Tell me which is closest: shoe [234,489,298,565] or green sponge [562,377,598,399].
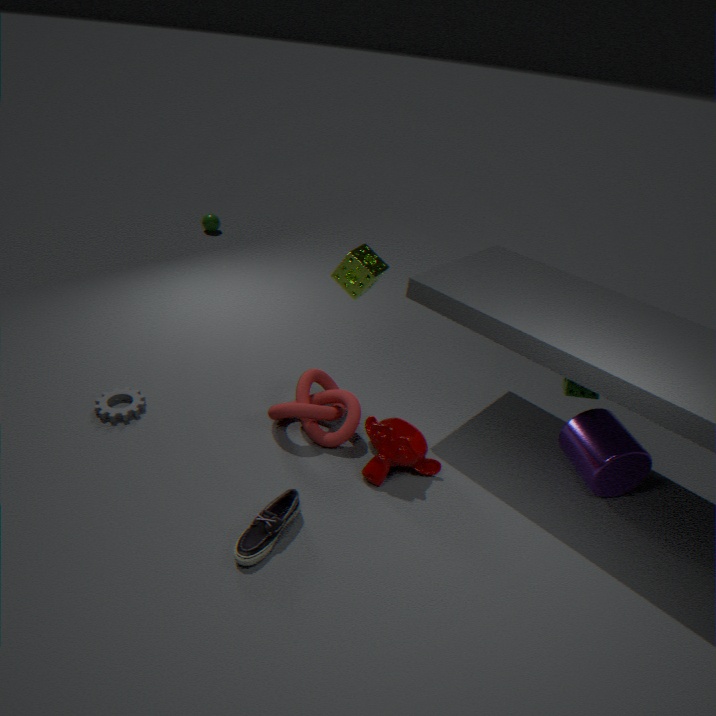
shoe [234,489,298,565]
